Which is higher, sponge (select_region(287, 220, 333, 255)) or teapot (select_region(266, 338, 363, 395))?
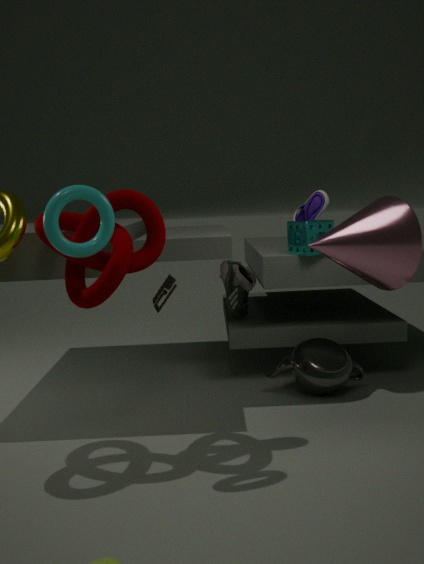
sponge (select_region(287, 220, 333, 255))
